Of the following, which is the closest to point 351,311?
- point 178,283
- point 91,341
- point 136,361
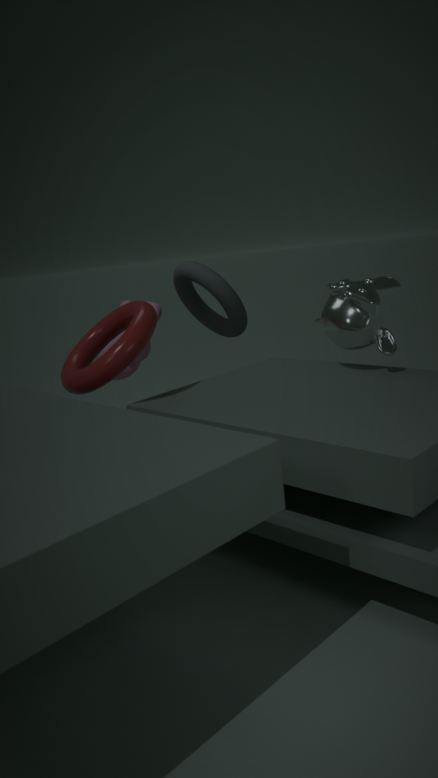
point 178,283
